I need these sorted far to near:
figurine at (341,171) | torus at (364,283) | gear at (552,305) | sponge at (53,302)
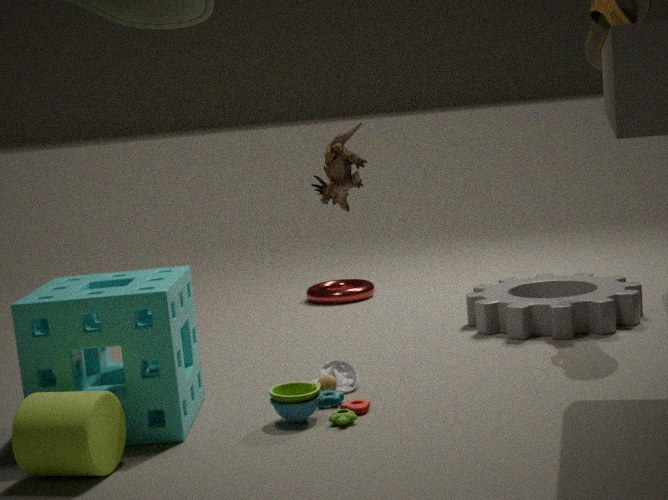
torus at (364,283)
gear at (552,305)
sponge at (53,302)
figurine at (341,171)
